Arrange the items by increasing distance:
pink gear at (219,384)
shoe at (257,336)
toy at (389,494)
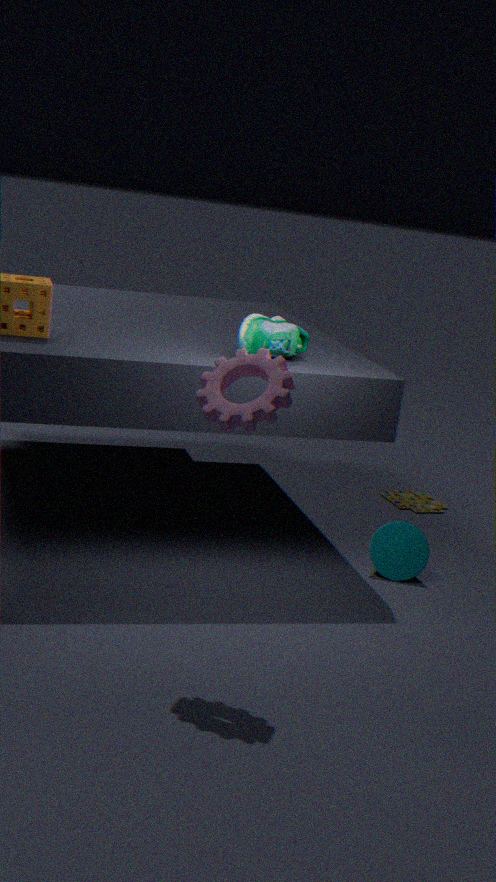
pink gear at (219,384) < shoe at (257,336) < toy at (389,494)
